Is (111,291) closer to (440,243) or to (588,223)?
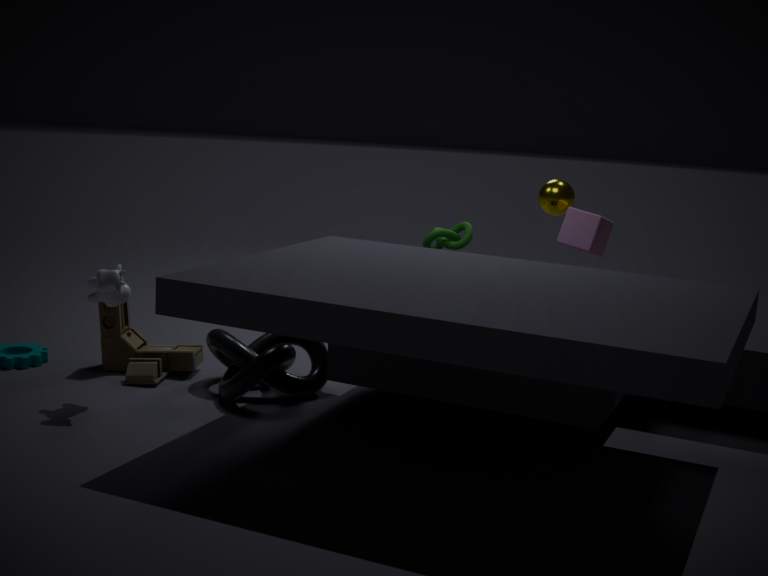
(440,243)
